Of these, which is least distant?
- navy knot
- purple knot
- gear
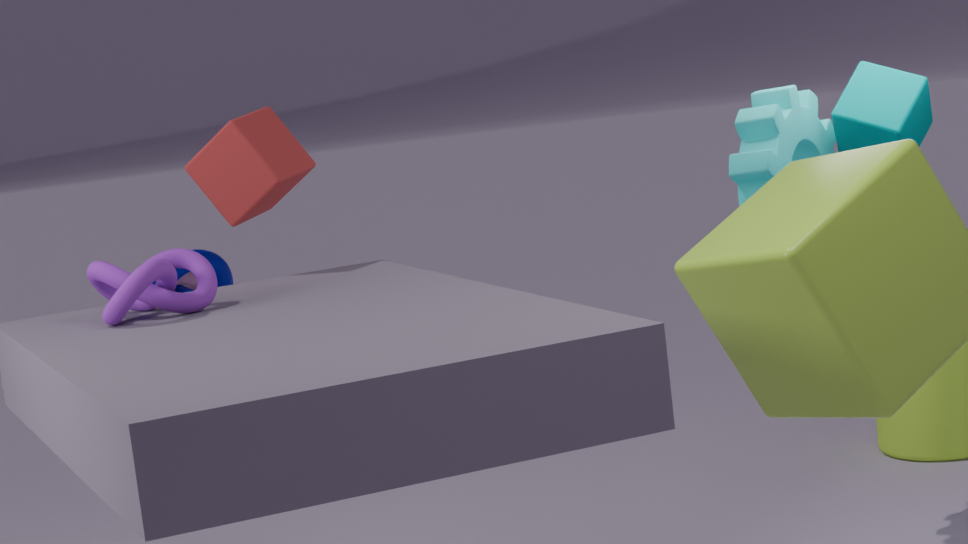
purple knot
